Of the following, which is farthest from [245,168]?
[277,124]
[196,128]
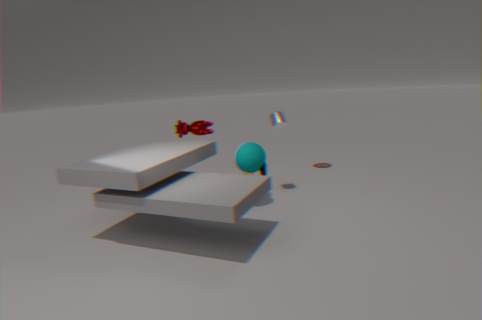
[196,128]
